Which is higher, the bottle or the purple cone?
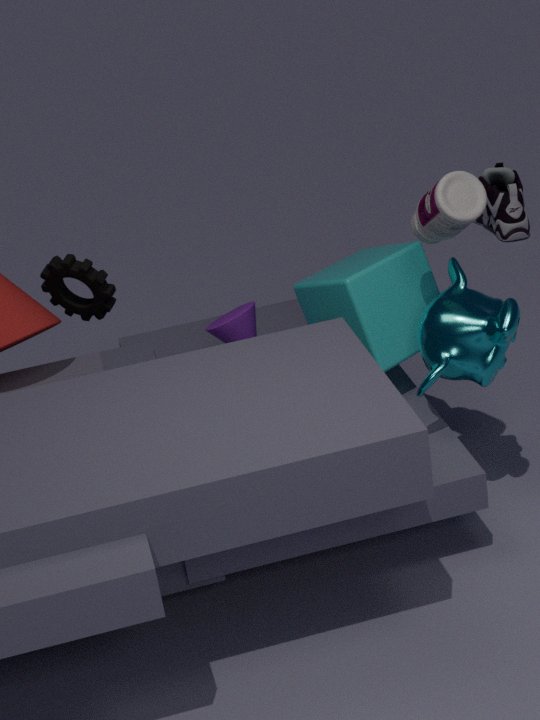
the bottle
